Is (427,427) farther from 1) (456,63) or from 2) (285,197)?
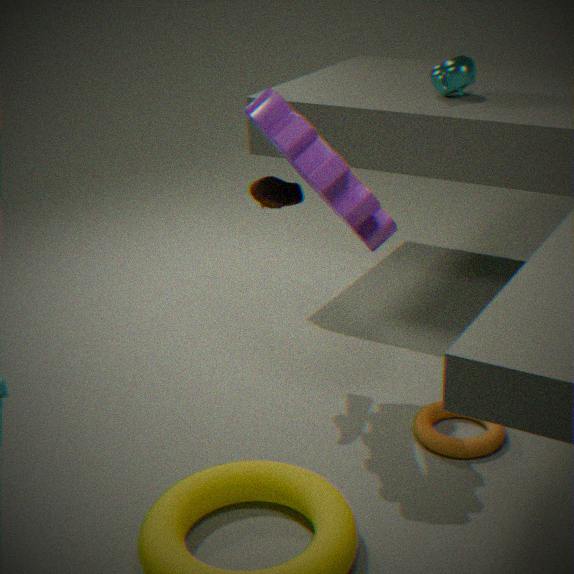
A: 1) (456,63)
